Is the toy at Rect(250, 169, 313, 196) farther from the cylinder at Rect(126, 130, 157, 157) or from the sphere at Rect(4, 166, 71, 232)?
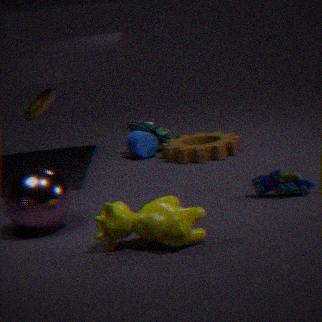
the cylinder at Rect(126, 130, 157, 157)
